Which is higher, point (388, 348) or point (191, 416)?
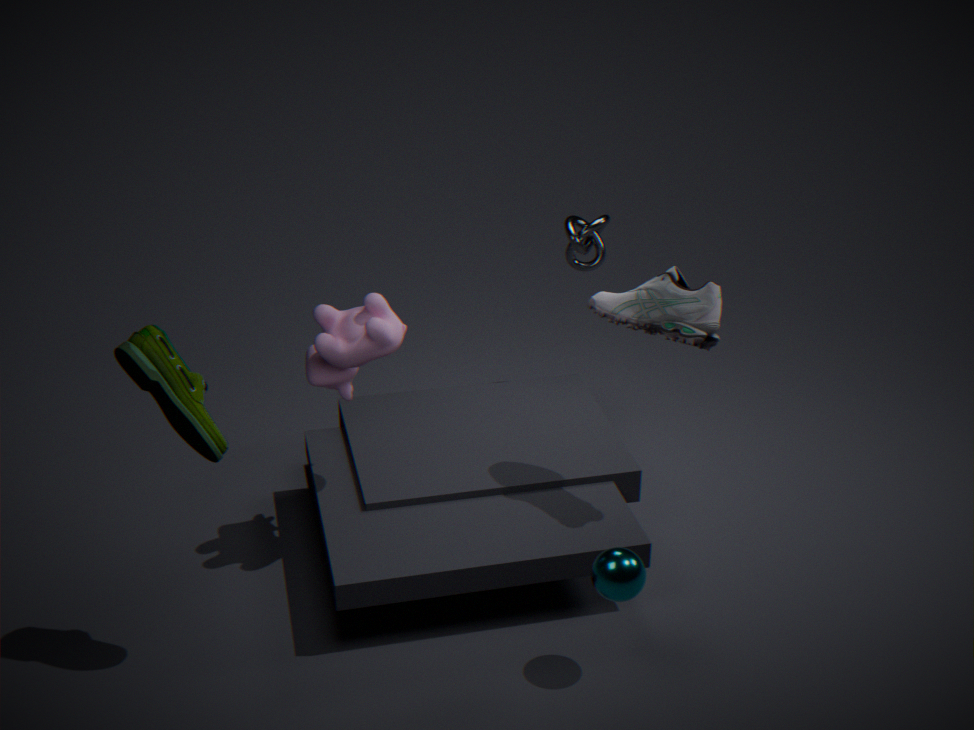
point (191, 416)
